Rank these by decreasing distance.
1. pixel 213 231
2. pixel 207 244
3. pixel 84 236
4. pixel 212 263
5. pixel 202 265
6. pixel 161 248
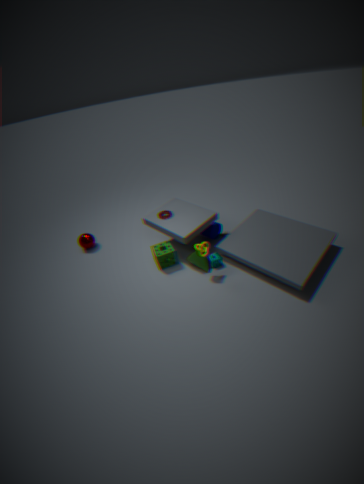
pixel 84 236 < pixel 213 231 < pixel 161 248 < pixel 212 263 < pixel 202 265 < pixel 207 244
